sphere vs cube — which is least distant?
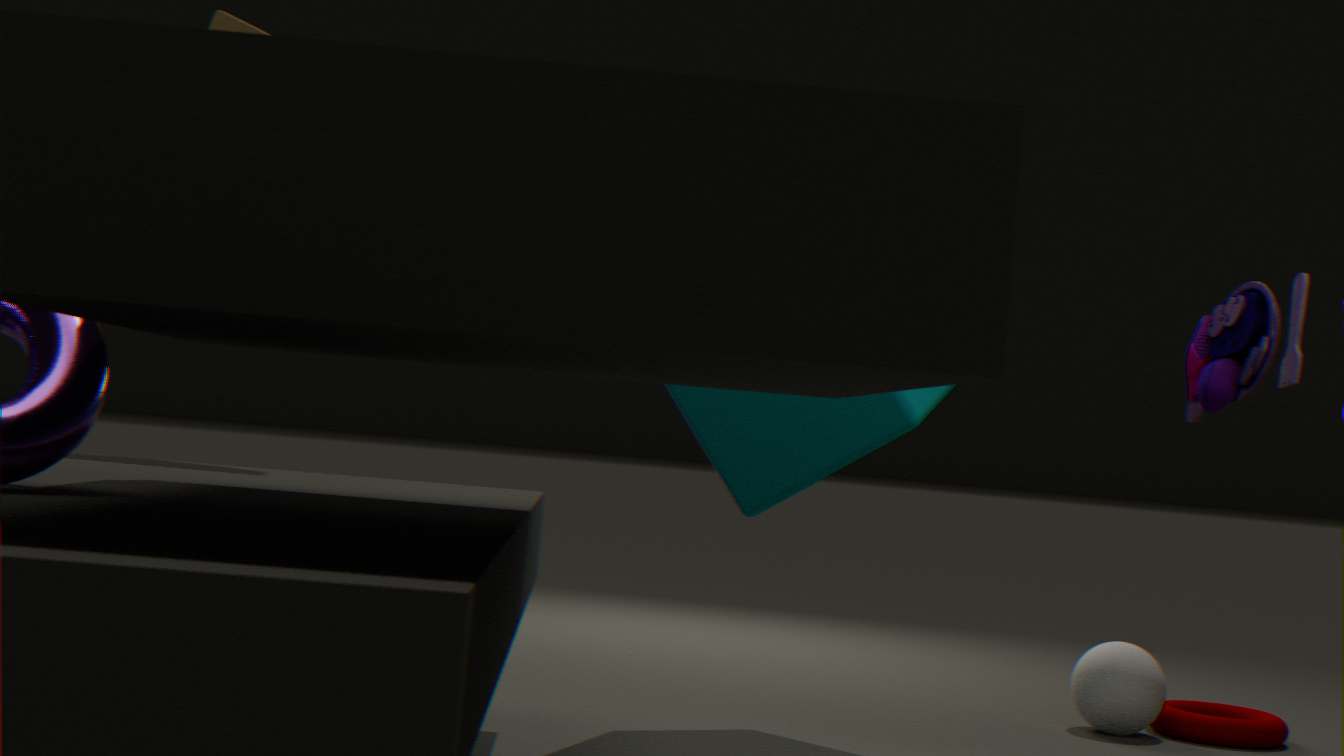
cube
